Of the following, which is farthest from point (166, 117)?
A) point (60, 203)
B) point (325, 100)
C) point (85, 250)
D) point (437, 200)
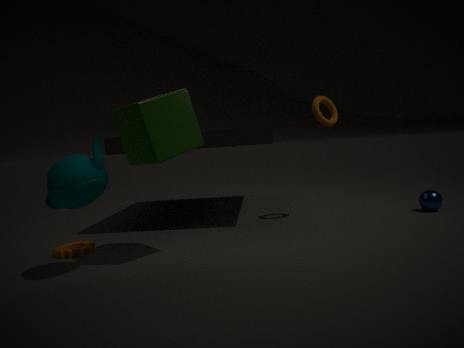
point (437, 200)
